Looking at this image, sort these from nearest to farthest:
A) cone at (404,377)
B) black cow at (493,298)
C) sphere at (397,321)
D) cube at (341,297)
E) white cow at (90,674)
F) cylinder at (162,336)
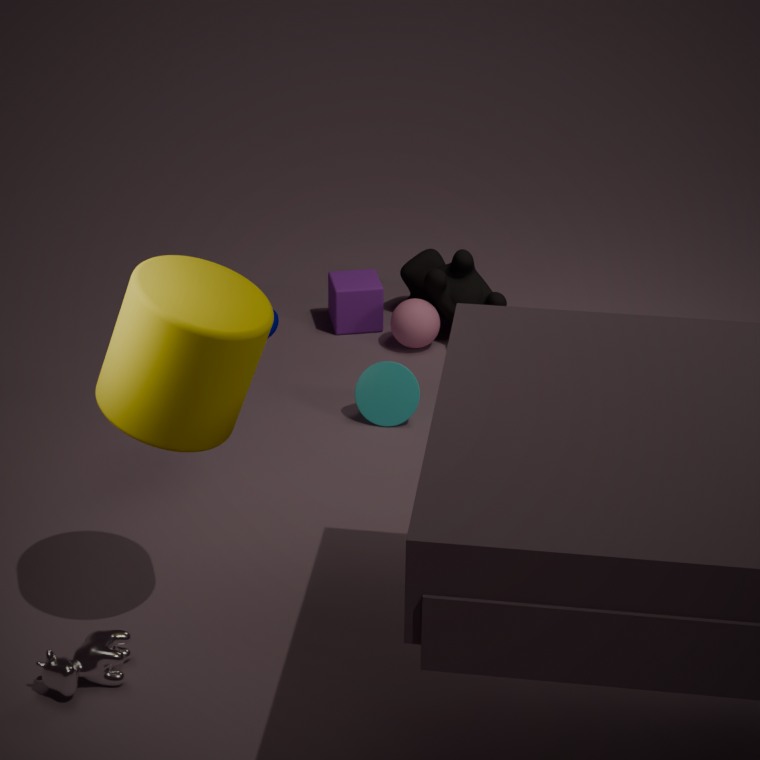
cylinder at (162,336), white cow at (90,674), cone at (404,377), sphere at (397,321), black cow at (493,298), cube at (341,297)
